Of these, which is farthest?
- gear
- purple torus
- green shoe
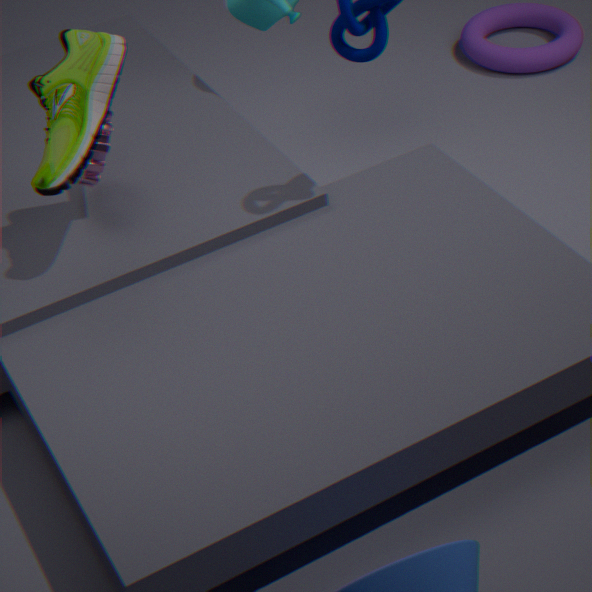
purple torus
